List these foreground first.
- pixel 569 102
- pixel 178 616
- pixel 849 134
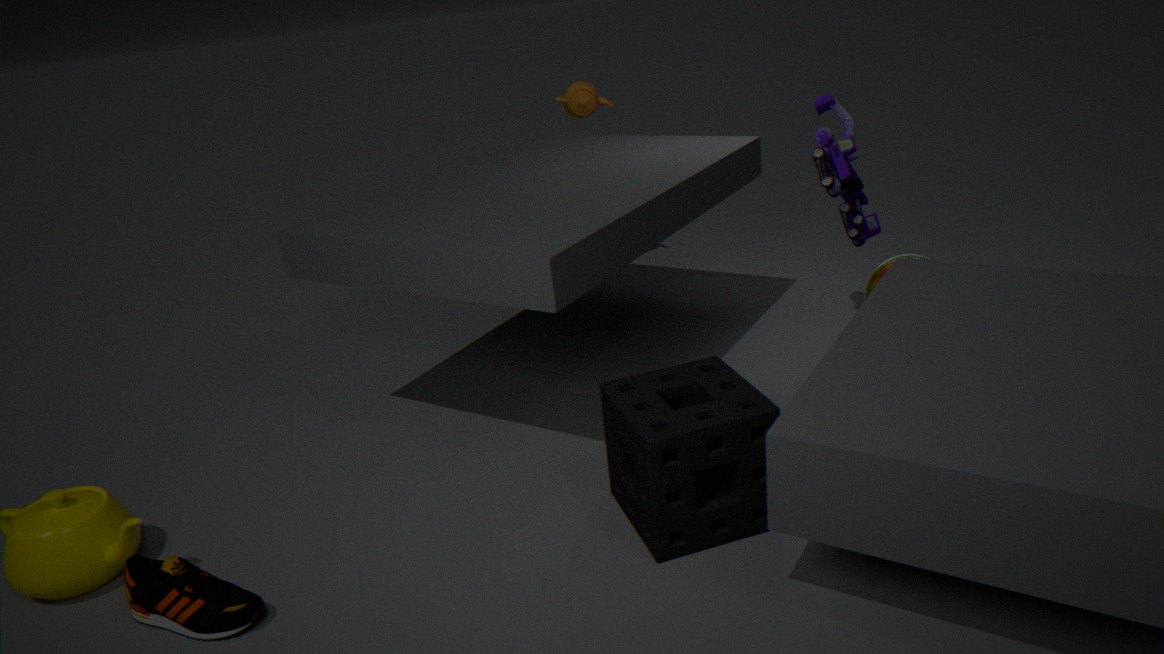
1. pixel 178 616
2. pixel 849 134
3. pixel 569 102
